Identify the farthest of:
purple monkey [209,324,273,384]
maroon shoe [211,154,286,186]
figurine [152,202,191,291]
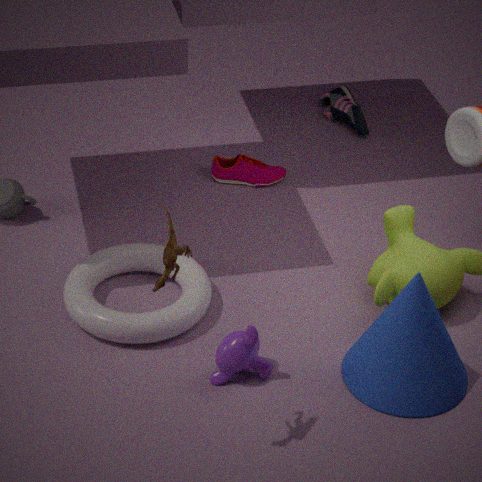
maroon shoe [211,154,286,186]
